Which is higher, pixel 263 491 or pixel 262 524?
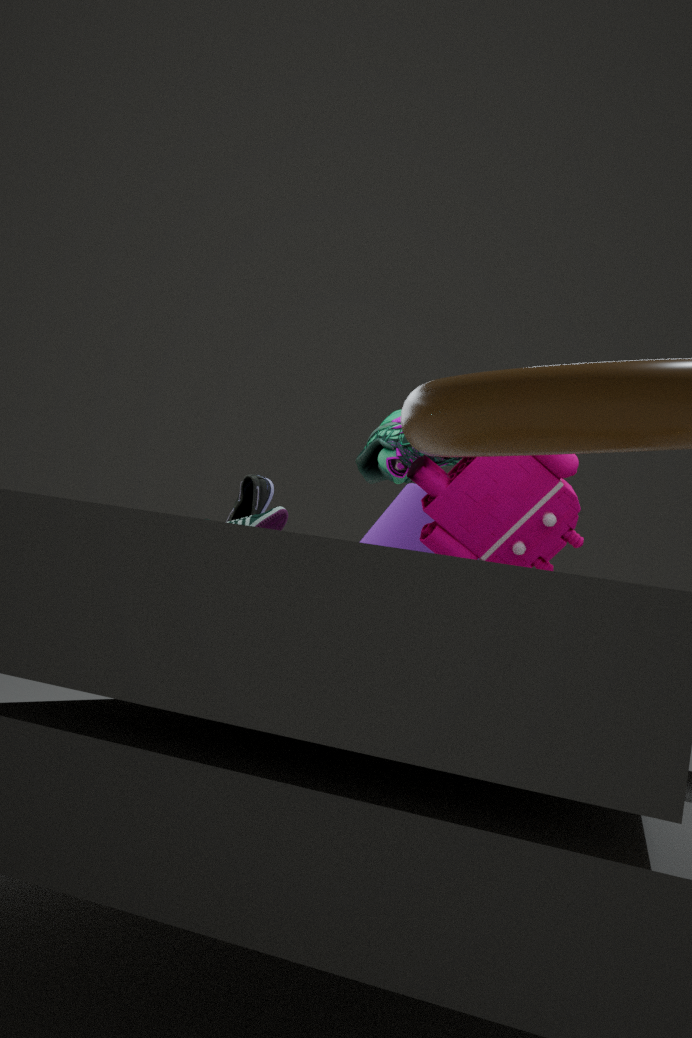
pixel 263 491
